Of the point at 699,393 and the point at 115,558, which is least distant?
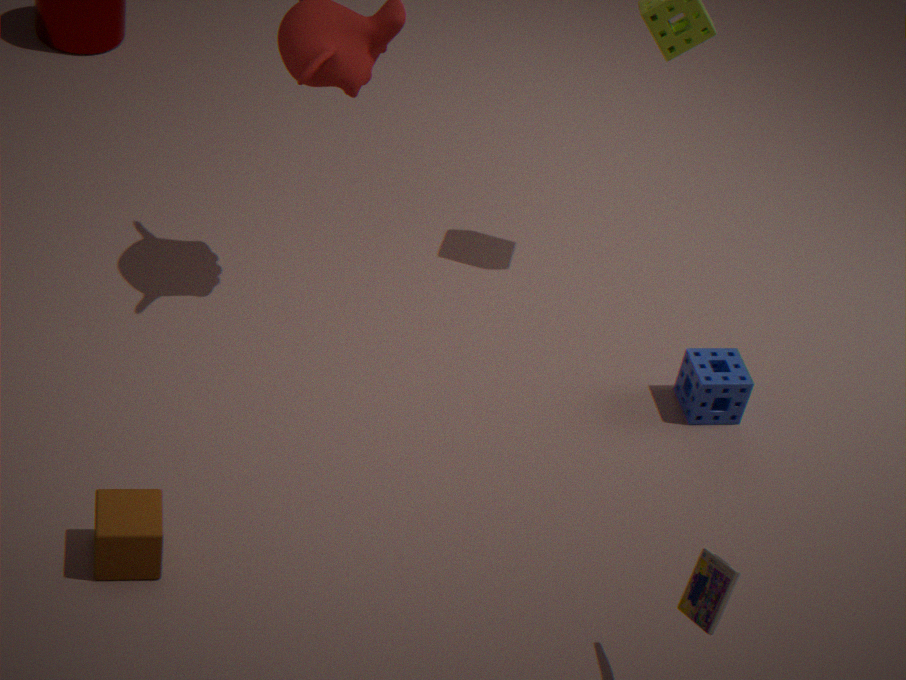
the point at 115,558
